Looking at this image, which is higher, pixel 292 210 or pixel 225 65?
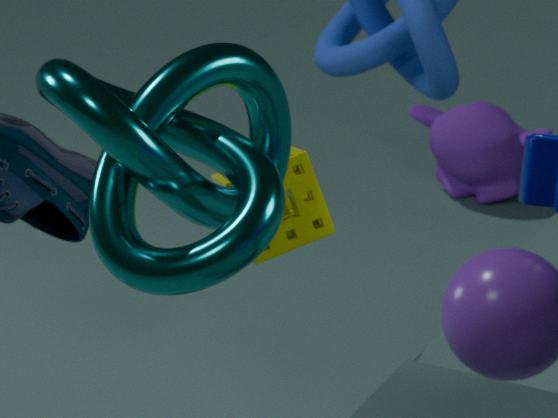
pixel 225 65
